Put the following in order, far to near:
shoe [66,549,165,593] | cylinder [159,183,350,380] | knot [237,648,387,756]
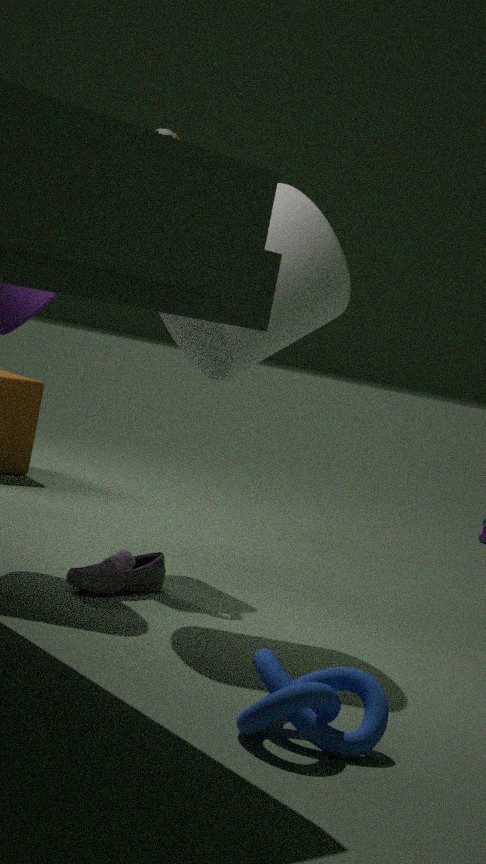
1. shoe [66,549,165,593]
2. cylinder [159,183,350,380]
3. knot [237,648,387,756]
